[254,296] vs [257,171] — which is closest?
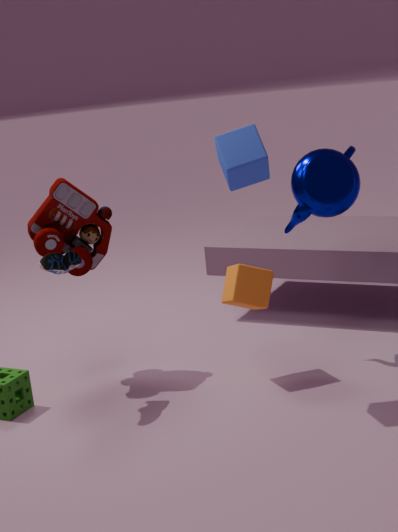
[257,171]
